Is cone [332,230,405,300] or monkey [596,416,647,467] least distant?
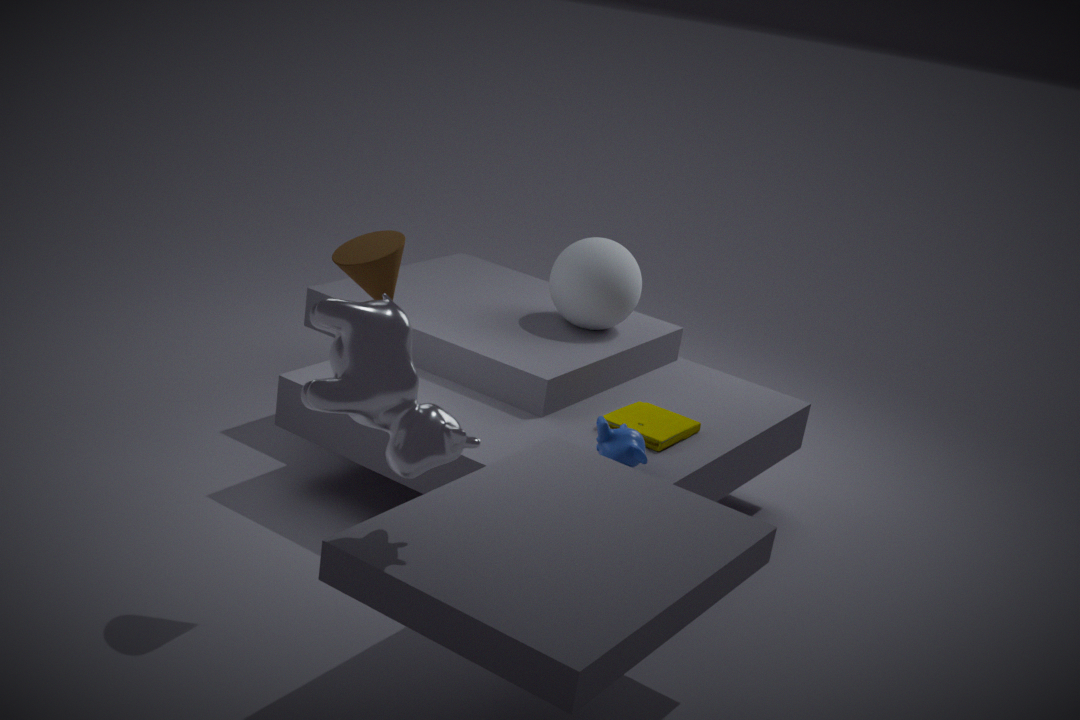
cone [332,230,405,300]
